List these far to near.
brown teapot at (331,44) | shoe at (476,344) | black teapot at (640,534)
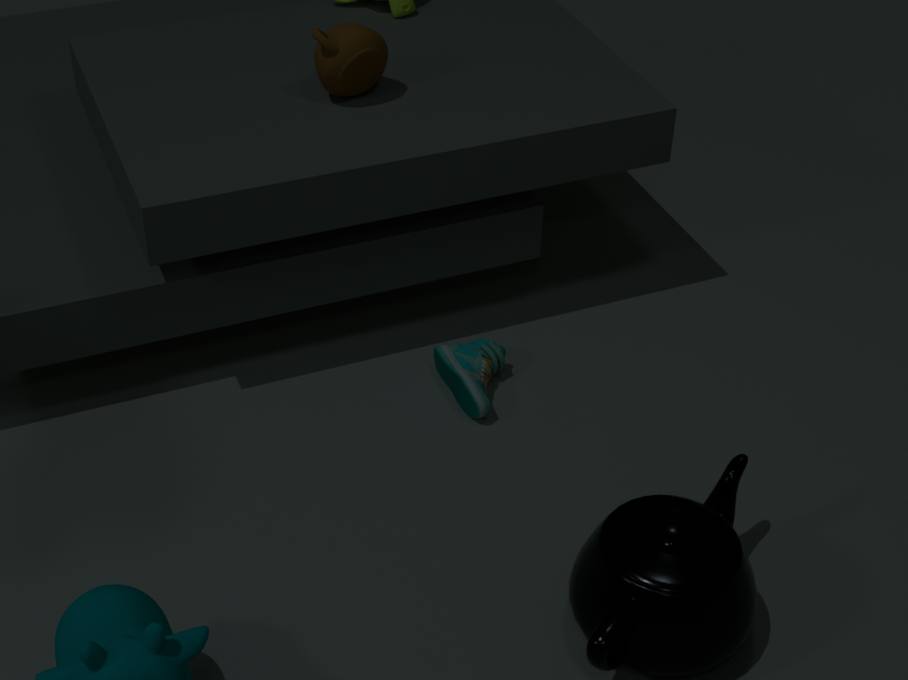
1. brown teapot at (331,44)
2. shoe at (476,344)
3. black teapot at (640,534)
